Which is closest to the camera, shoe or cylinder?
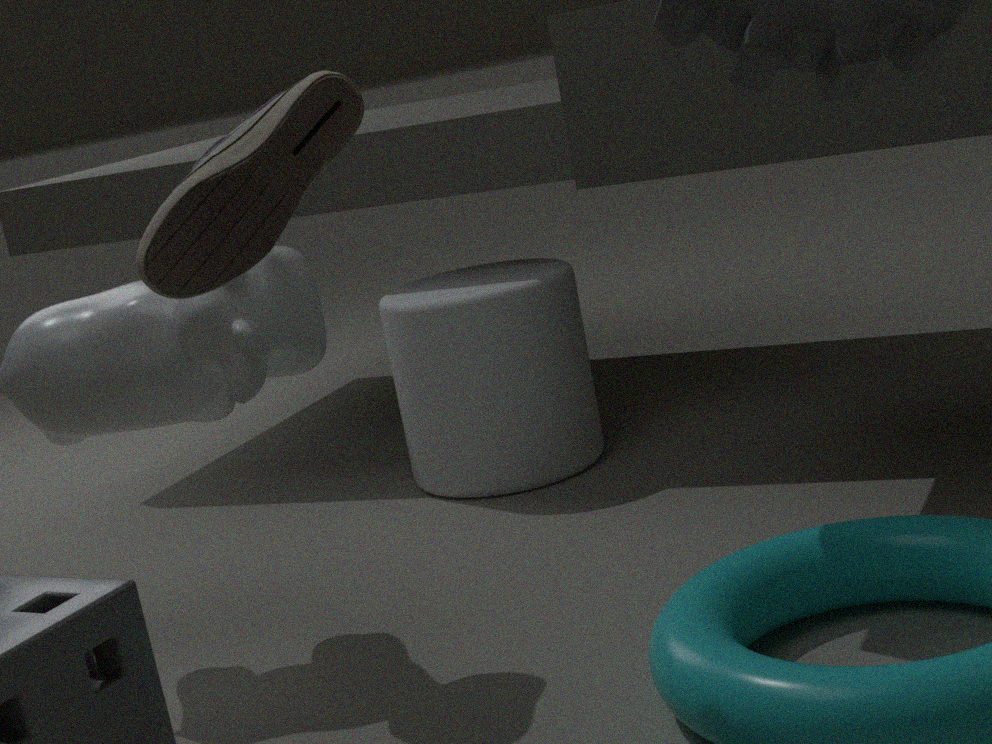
shoe
